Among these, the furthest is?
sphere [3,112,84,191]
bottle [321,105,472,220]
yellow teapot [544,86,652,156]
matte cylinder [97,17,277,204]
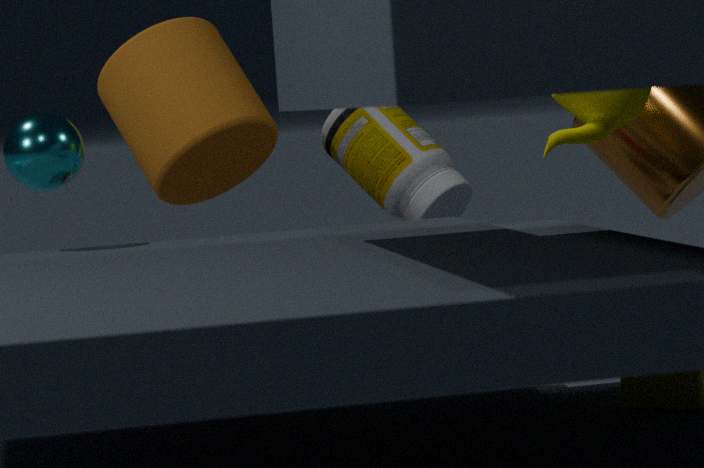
bottle [321,105,472,220]
